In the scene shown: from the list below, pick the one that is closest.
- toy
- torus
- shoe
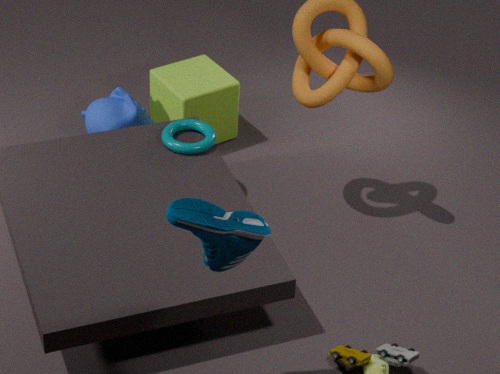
shoe
